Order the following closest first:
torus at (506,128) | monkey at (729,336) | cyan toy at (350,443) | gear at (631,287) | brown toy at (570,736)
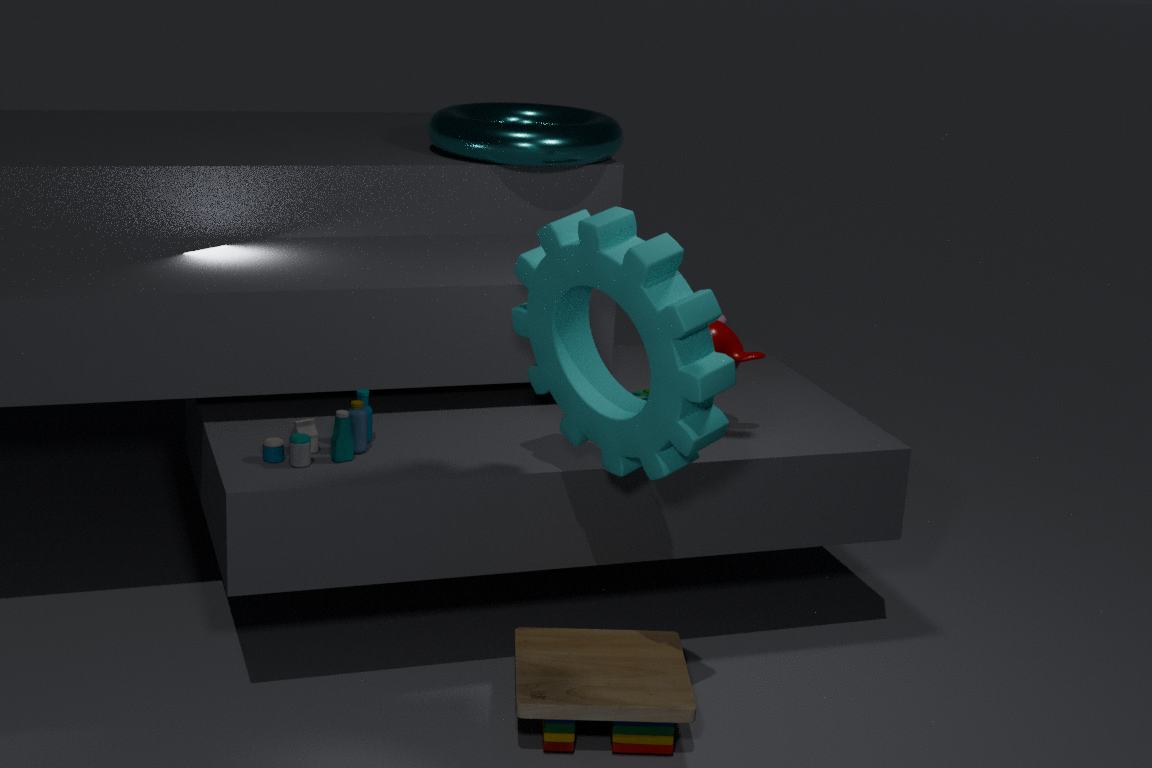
gear at (631,287), brown toy at (570,736), cyan toy at (350,443), monkey at (729,336), torus at (506,128)
